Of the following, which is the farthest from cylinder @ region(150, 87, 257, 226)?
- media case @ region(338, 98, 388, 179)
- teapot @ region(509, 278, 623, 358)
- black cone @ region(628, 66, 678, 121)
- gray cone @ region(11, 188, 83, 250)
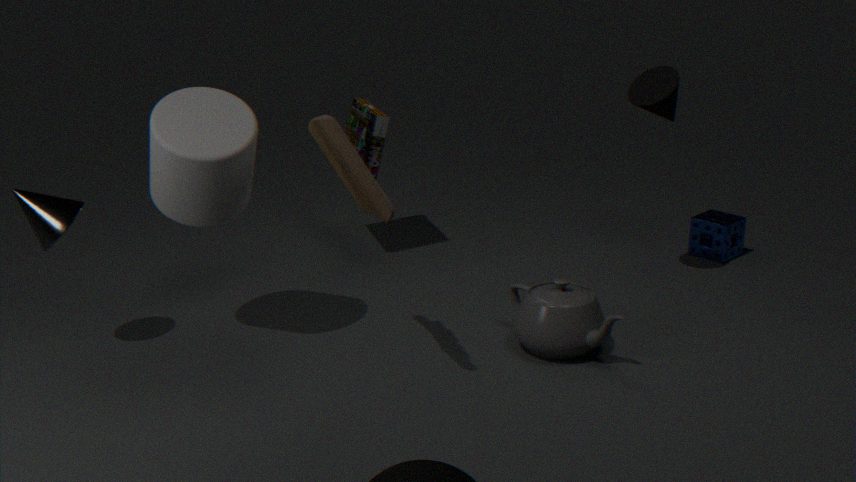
black cone @ region(628, 66, 678, 121)
